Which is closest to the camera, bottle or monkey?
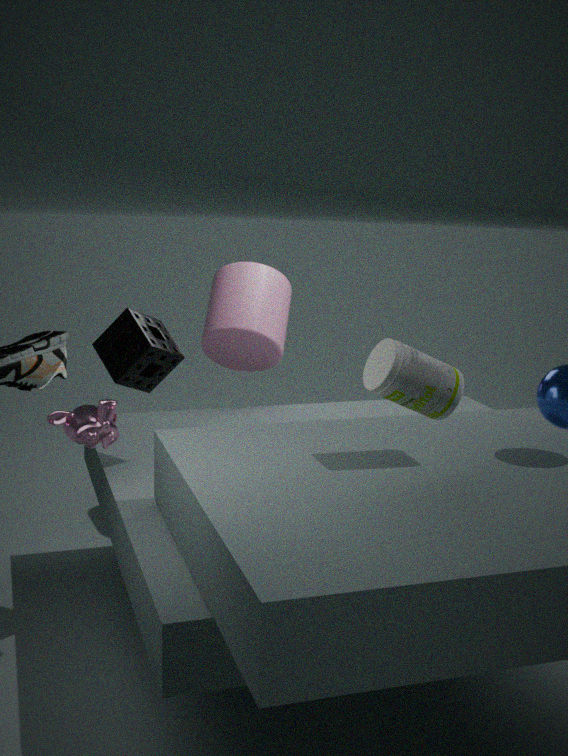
bottle
